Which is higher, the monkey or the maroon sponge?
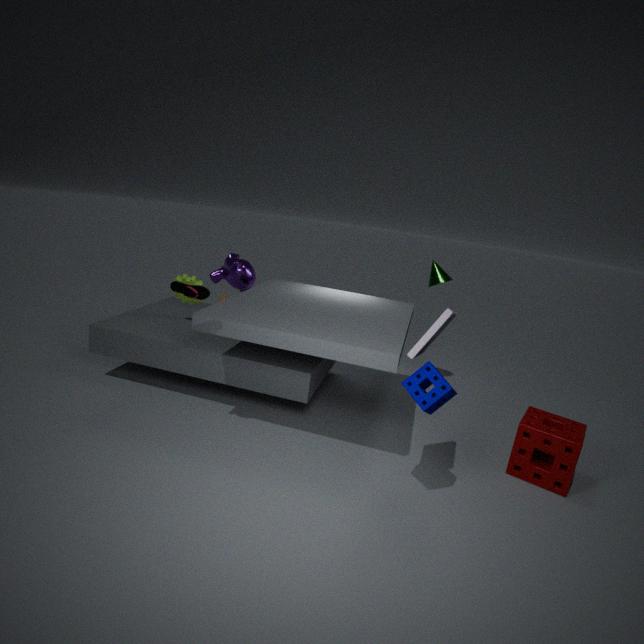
the monkey
